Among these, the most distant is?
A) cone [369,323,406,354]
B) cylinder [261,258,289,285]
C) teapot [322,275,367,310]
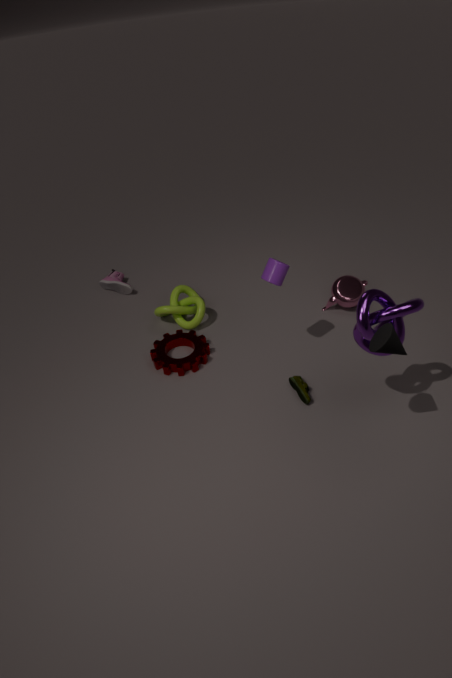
teapot [322,275,367,310]
